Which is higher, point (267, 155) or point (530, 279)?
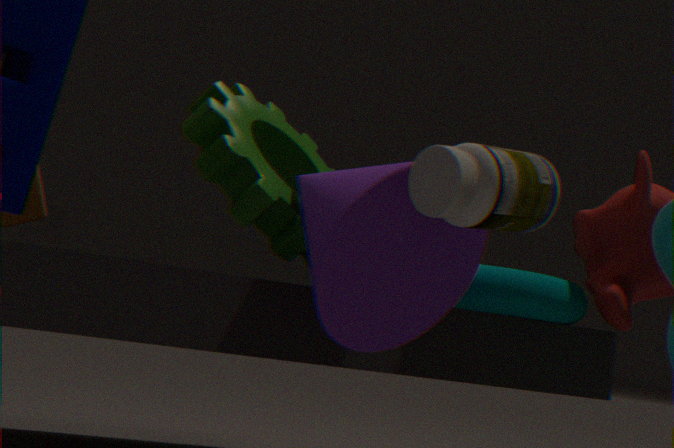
point (267, 155)
